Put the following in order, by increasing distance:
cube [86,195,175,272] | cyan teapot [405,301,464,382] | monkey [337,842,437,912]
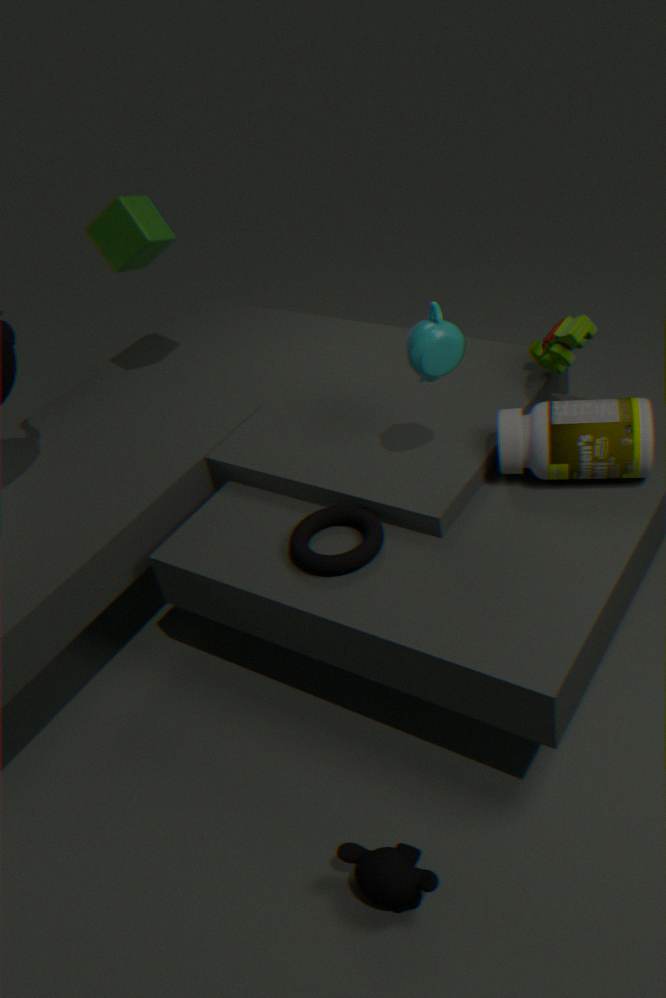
1. monkey [337,842,437,912]
2. cyan teapot [405,301,464,382]
3. cube [86,195,175,272]
